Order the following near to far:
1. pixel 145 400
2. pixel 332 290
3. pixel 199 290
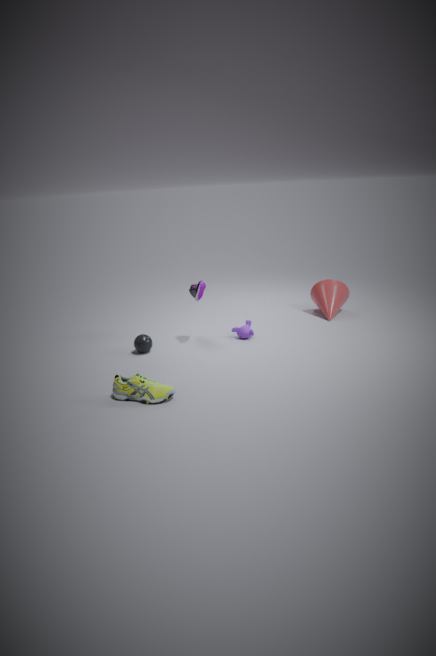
1. pixel 145 400
2. pixel 199 290
3. pixel 332 290
